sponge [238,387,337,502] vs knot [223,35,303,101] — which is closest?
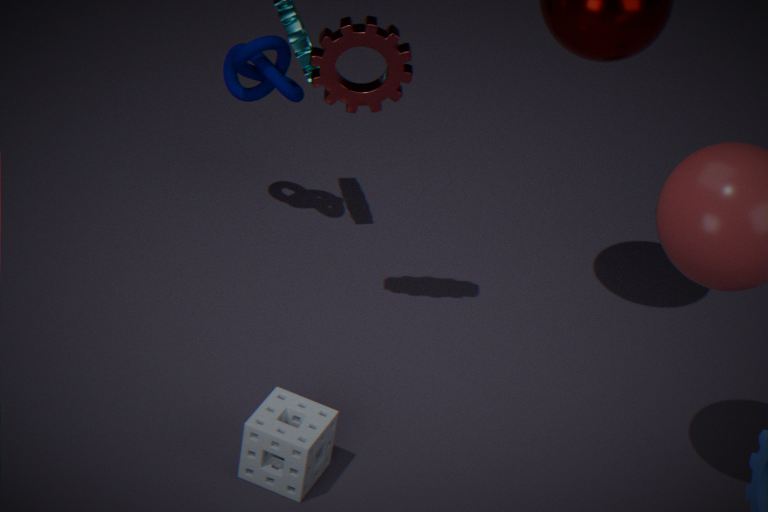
sponge [238,387,337,502]
